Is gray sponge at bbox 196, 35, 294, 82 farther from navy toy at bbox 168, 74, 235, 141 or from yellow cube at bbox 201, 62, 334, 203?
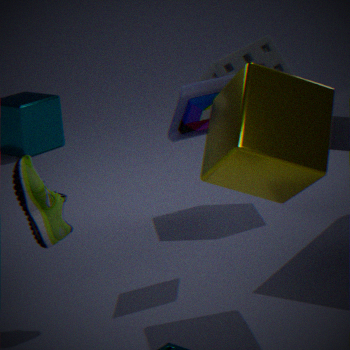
yellow cube at bbox 201, 62, 334, 203
